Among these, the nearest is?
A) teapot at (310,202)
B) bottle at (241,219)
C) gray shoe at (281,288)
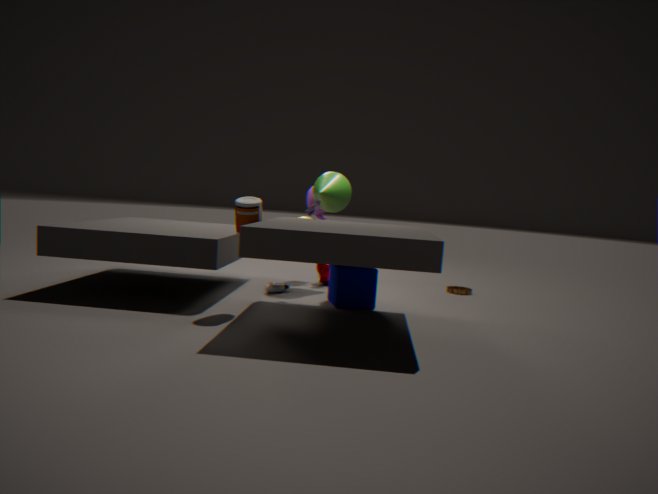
bottle at (241,219)
